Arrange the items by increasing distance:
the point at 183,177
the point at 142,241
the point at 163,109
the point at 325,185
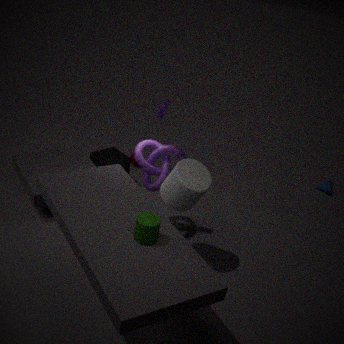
the point at 142,241 → the point at 183,177 → the point at 163,109 → the point at 325,185
